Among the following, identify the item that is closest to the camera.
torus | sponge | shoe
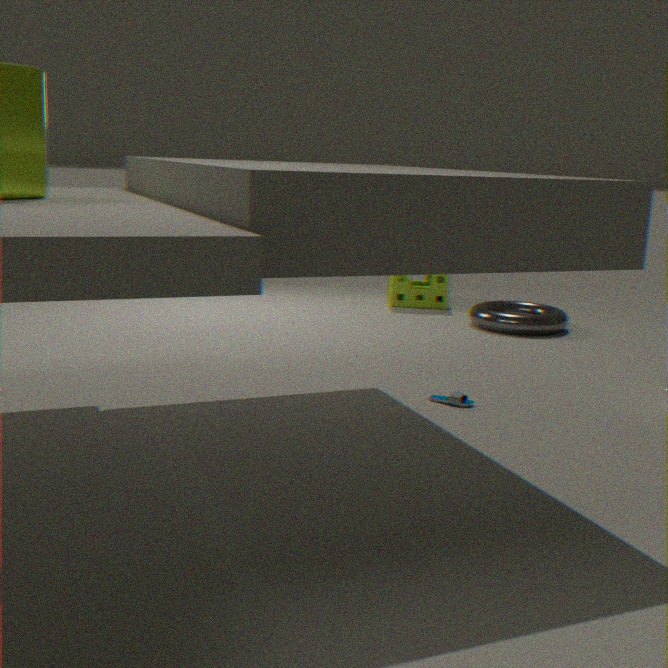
shoe
